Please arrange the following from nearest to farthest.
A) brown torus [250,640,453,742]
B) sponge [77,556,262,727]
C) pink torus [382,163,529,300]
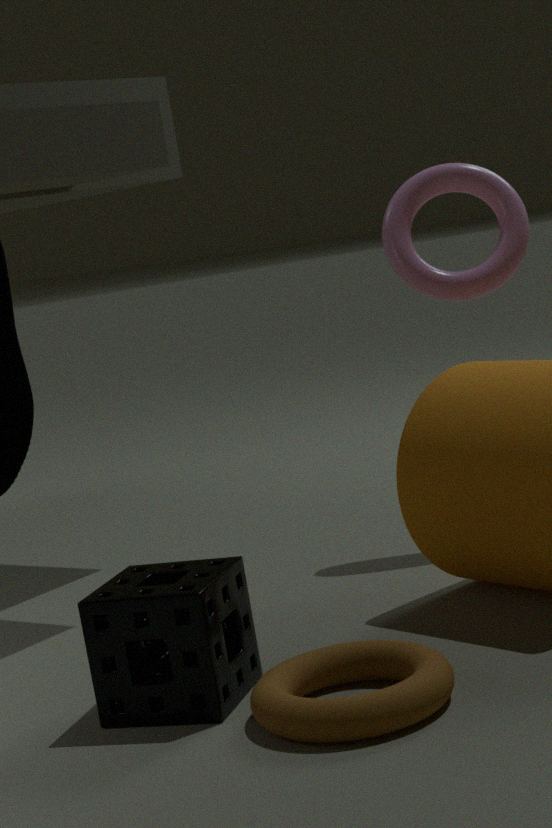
1. brown torus [250,640,453,742]
2. sponge [77,556,262,727]
3. pink torus [382,163,529,300]
